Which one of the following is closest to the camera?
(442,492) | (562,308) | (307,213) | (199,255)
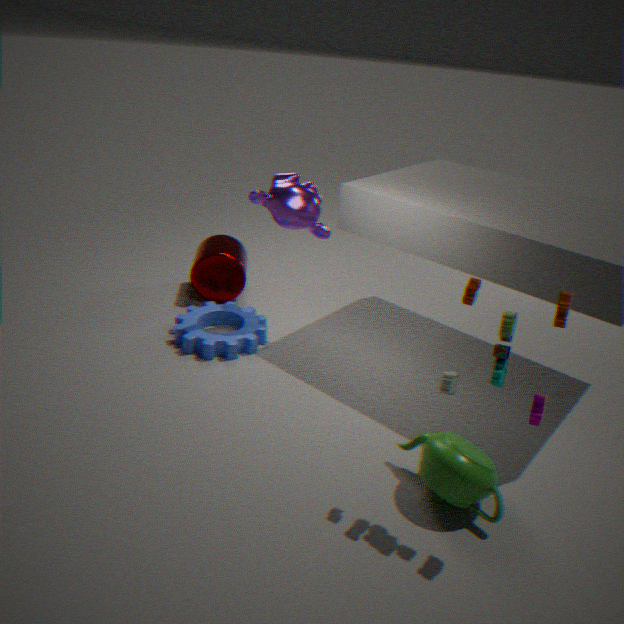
(562,308)
